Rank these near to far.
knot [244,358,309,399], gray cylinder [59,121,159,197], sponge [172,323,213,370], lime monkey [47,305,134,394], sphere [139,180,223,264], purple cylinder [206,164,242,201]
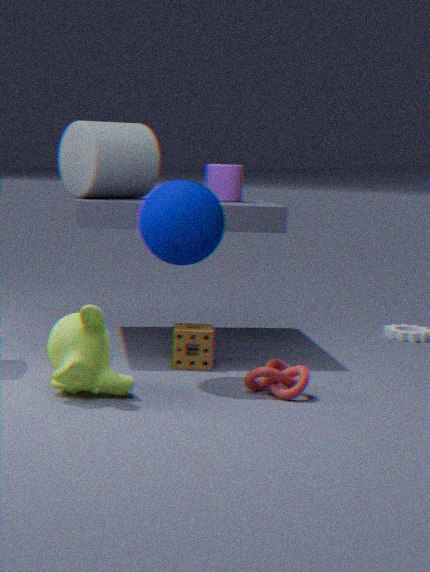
lime monkey [47,305,134,394] < knot [244,358,309,399] < sphere [139,180,223,264] < sponge [172,323,213,370] < gray cylinder [59,121,159,197] < purple cylinder [206,164,242,201]
